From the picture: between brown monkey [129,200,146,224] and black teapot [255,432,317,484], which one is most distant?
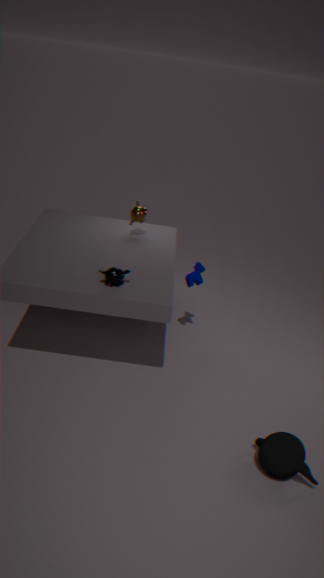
brown monkey [129,200,146,224]
